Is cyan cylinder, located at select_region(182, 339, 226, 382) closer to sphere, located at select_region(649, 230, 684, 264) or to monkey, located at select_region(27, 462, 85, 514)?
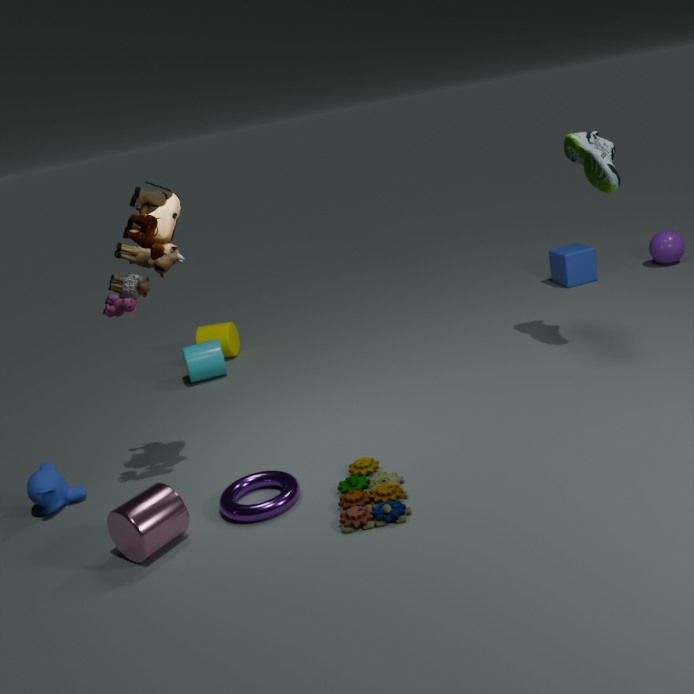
monkey, located at select_region(27, 462, 85, 514)
